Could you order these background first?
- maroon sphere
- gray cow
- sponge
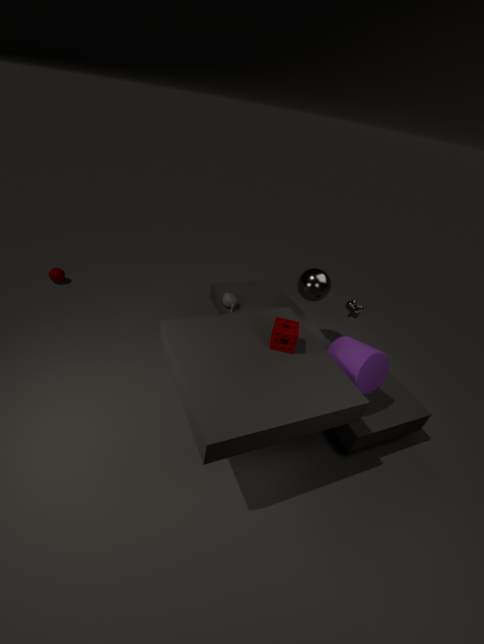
maroon sphere < gray cow < sponge
